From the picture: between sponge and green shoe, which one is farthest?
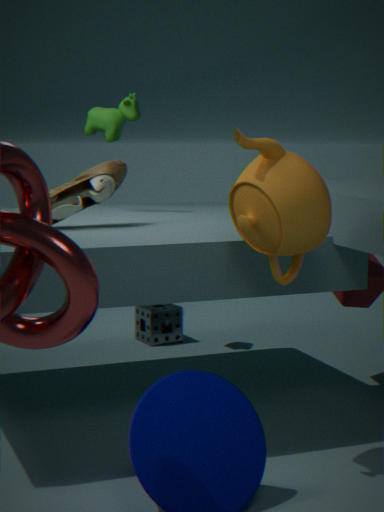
sponge
